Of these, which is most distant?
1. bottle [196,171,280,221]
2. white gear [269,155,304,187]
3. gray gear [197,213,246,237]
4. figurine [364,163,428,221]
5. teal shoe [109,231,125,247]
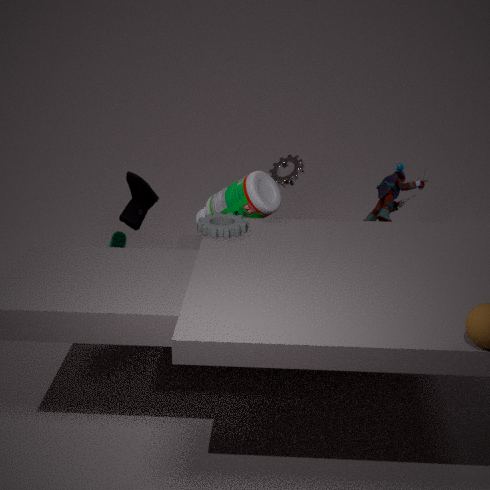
white gear [269,155,304,187]
